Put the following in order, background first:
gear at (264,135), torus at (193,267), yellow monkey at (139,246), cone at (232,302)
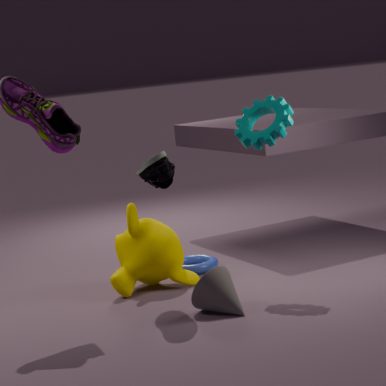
torus at (193,267) → yellow monkey at (139,246) → gear at (264,135) → cone at (232,302)
